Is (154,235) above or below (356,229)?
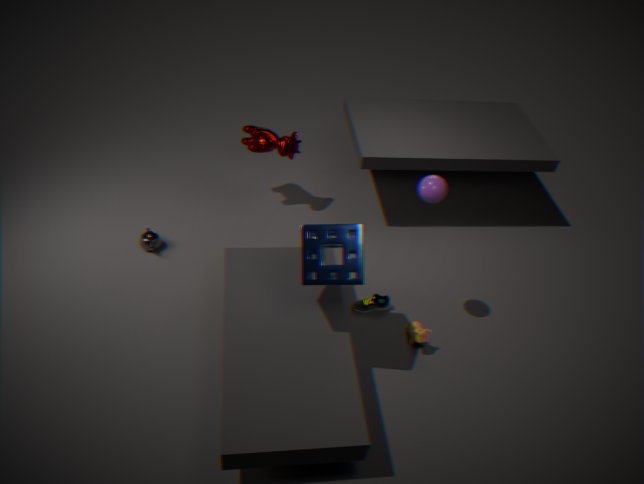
below
